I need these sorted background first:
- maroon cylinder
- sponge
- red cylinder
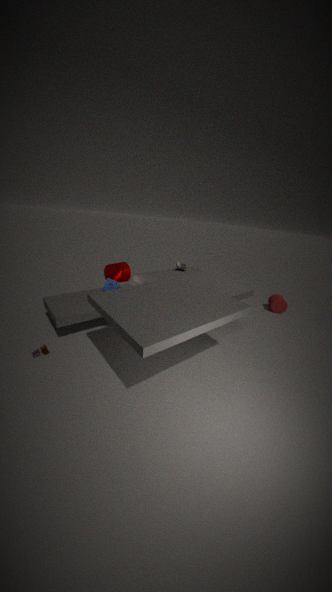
1. red cylinder
2. maroon cylinder
3. sponge
